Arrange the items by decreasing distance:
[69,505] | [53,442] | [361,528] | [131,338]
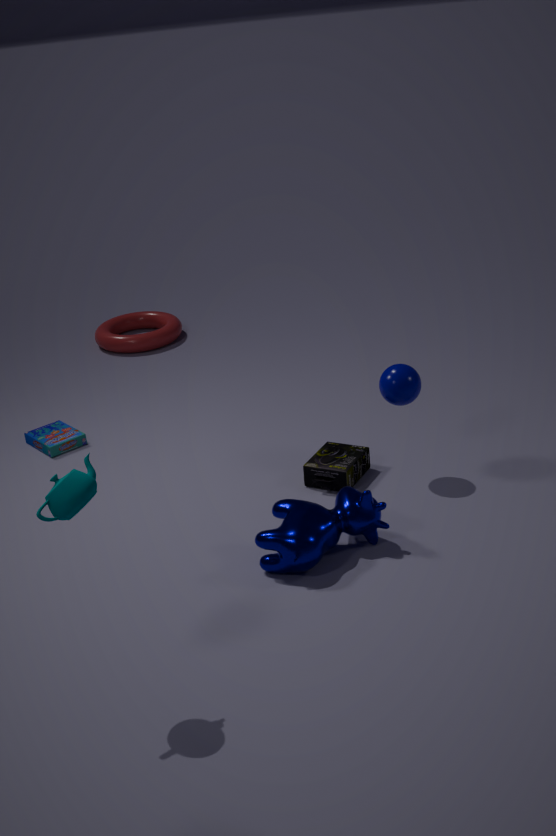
1. [131,338]
2. [53,442]
3. [361,528]
4. [69,505]
